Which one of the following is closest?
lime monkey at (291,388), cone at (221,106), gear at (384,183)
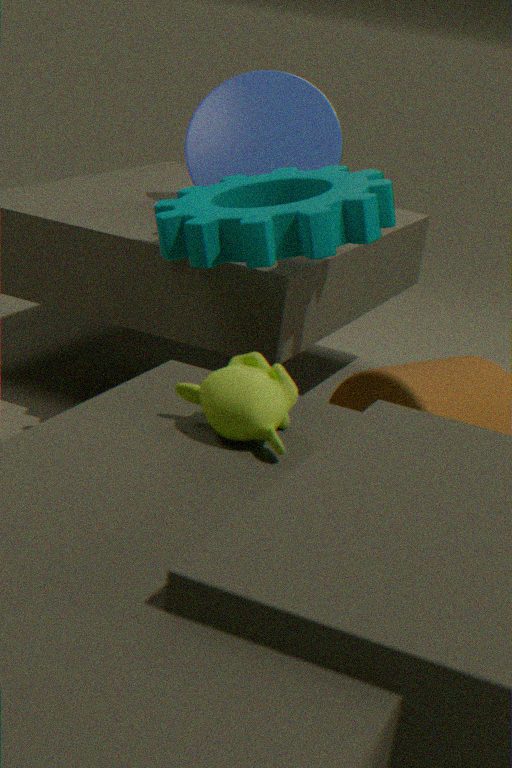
lime monkey at (291,388)
